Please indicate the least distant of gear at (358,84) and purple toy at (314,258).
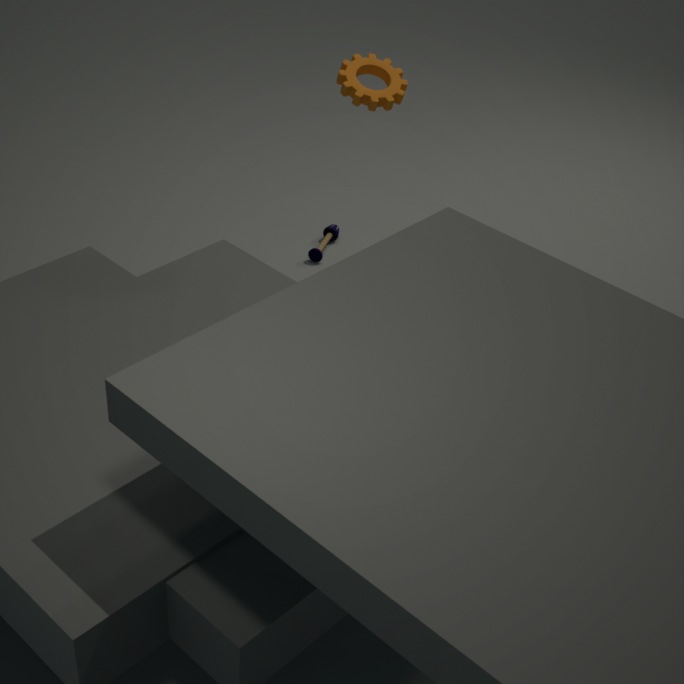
gear at (358,84)
